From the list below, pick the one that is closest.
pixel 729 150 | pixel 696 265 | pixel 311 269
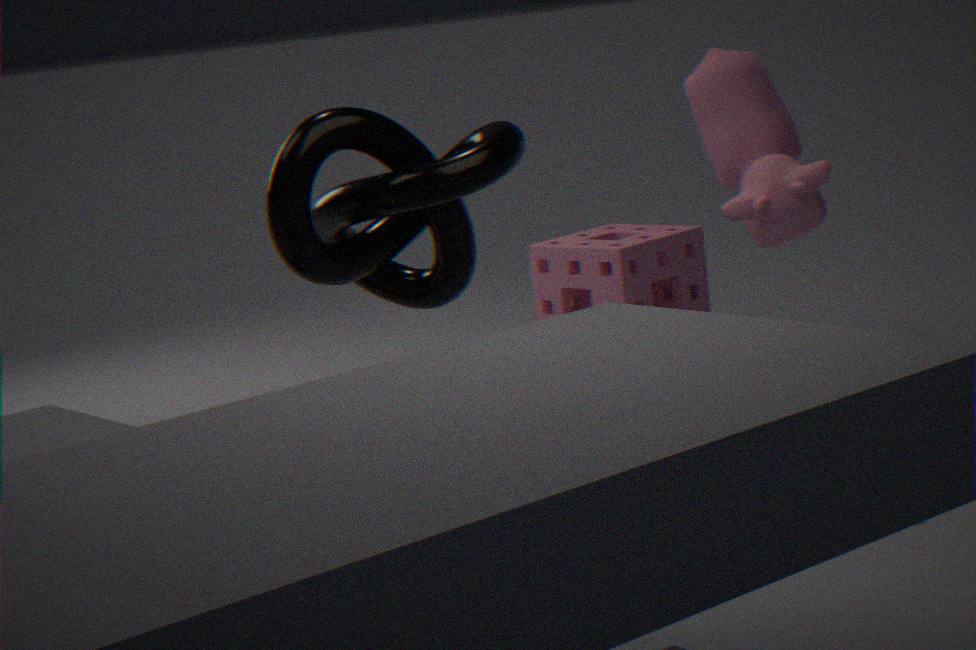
pixel 311 269
